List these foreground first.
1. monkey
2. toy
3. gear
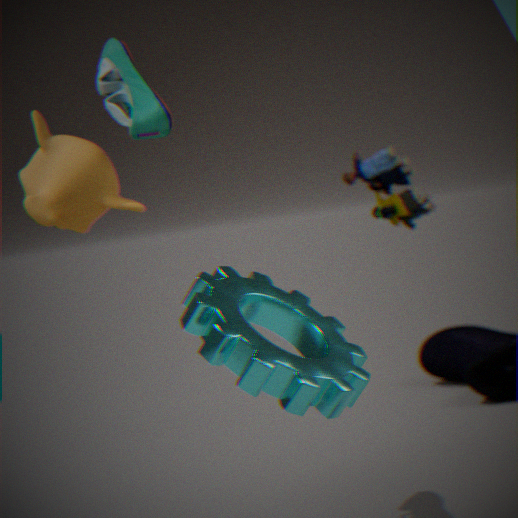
gear
monkey
toy
